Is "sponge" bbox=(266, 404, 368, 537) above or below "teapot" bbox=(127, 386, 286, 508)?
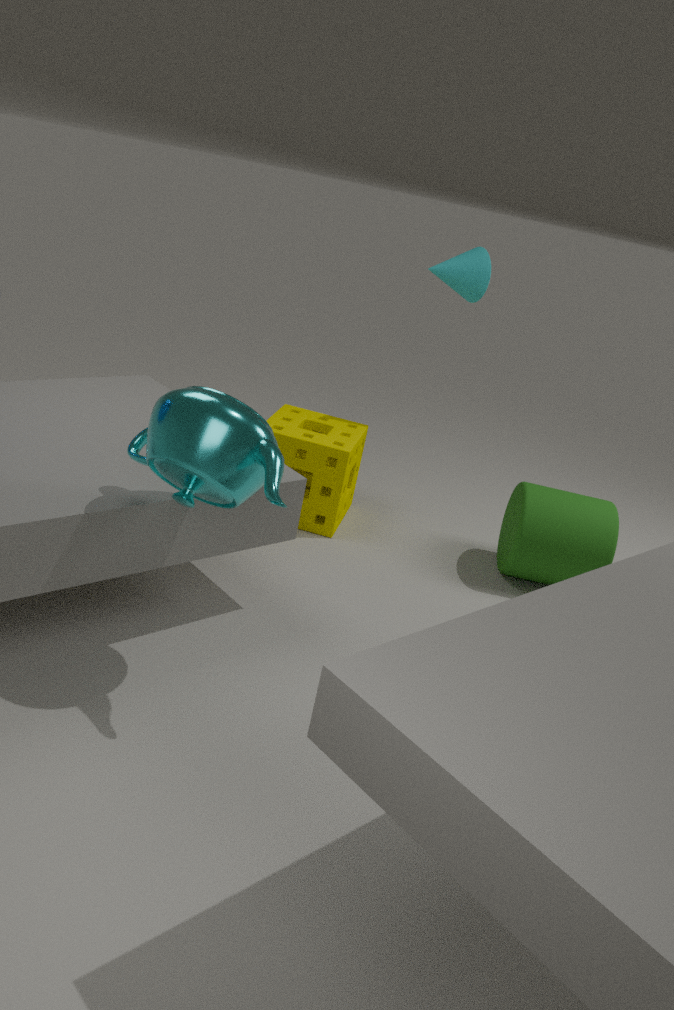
below
